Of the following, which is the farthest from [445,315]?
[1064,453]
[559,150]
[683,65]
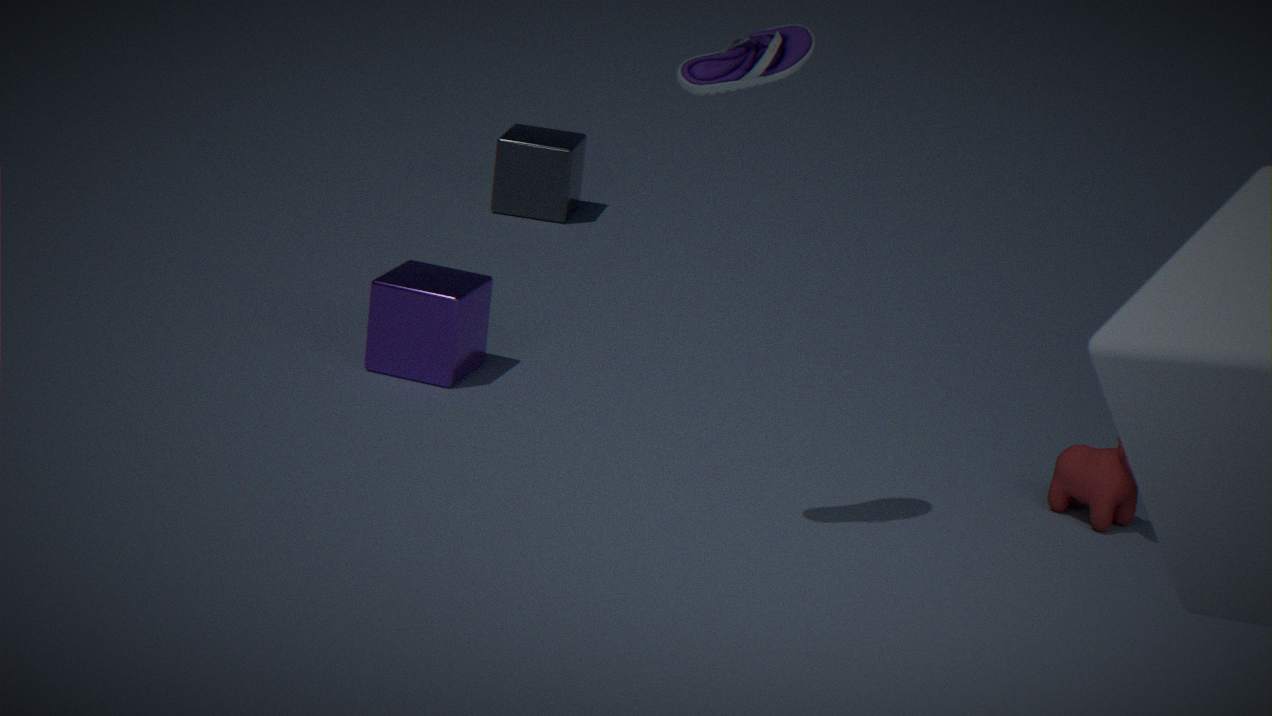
[1064,453]
